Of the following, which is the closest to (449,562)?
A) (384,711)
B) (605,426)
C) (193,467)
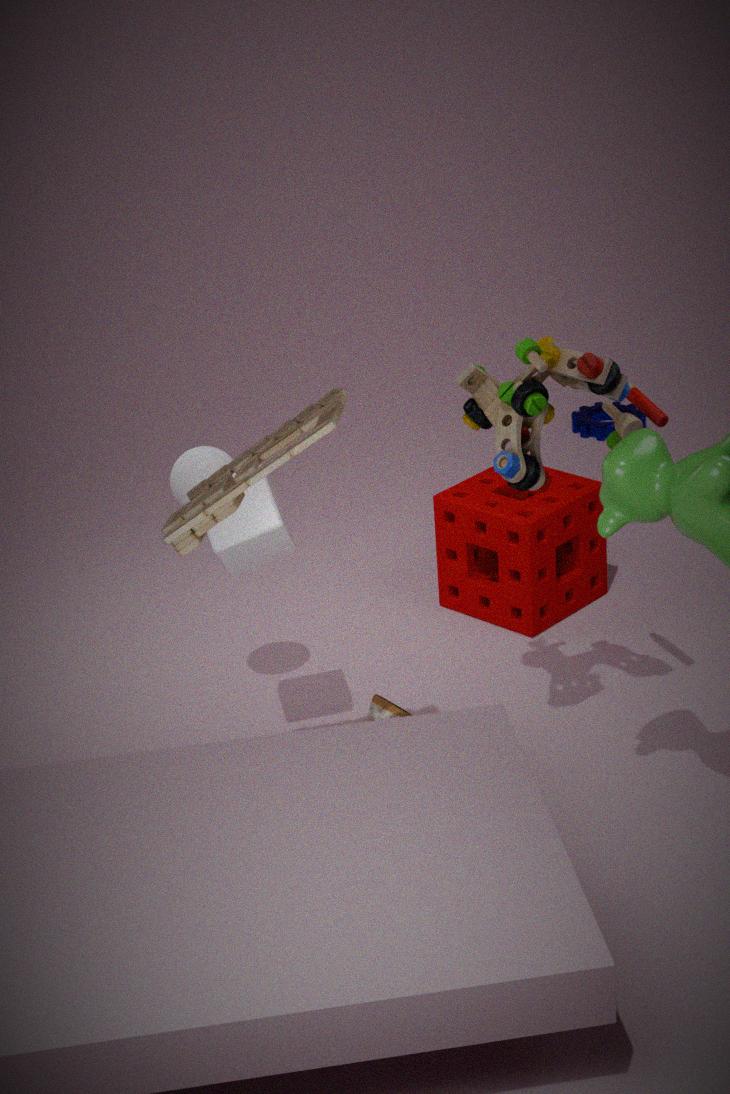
(384,711)
